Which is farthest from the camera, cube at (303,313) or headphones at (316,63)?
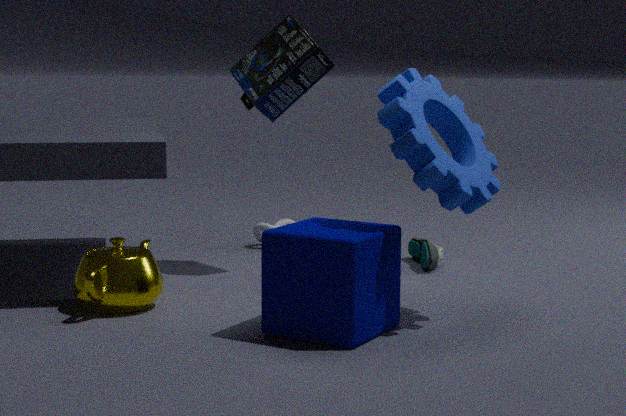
headphones at (316,63)
